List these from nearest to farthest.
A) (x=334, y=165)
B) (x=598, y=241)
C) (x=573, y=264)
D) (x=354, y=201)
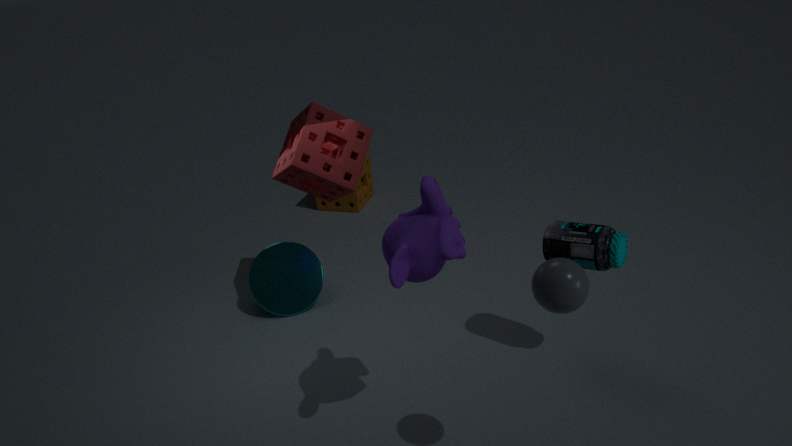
(x=573, y=264) < (x=598, y=241) < (x=334, y=165) < (x=354, y=201)
